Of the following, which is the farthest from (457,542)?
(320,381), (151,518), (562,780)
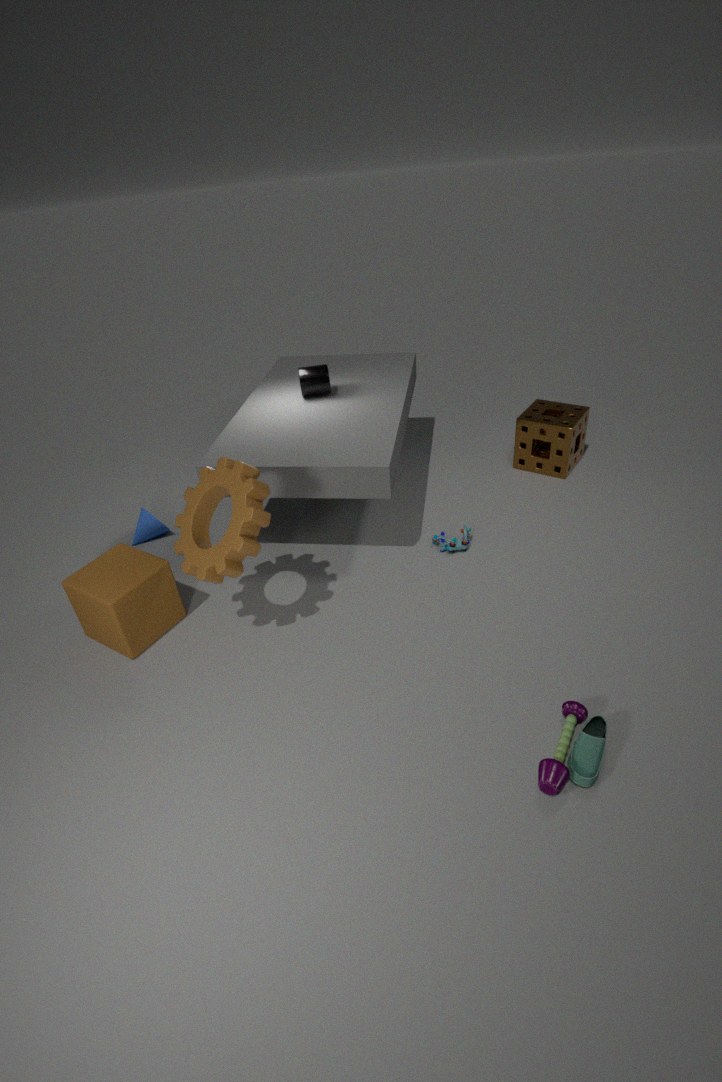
(151,518)
